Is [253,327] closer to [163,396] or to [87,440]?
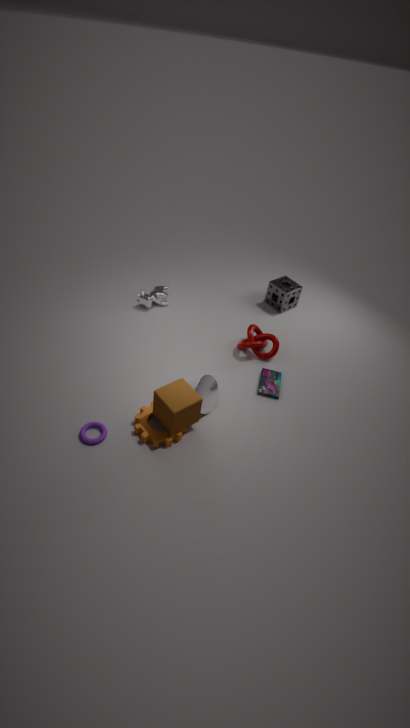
[163,396]
